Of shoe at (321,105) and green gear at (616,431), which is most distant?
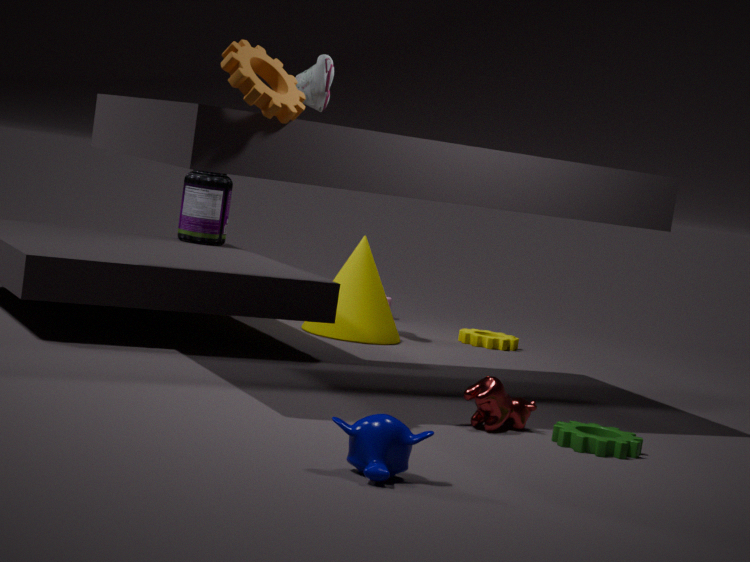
shoe at (321,105)
